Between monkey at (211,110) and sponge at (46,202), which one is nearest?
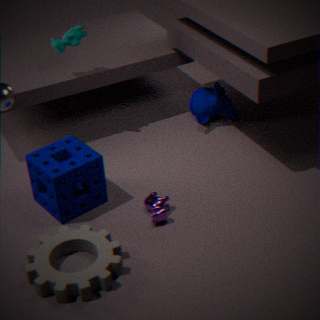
sponge at (46,202)
